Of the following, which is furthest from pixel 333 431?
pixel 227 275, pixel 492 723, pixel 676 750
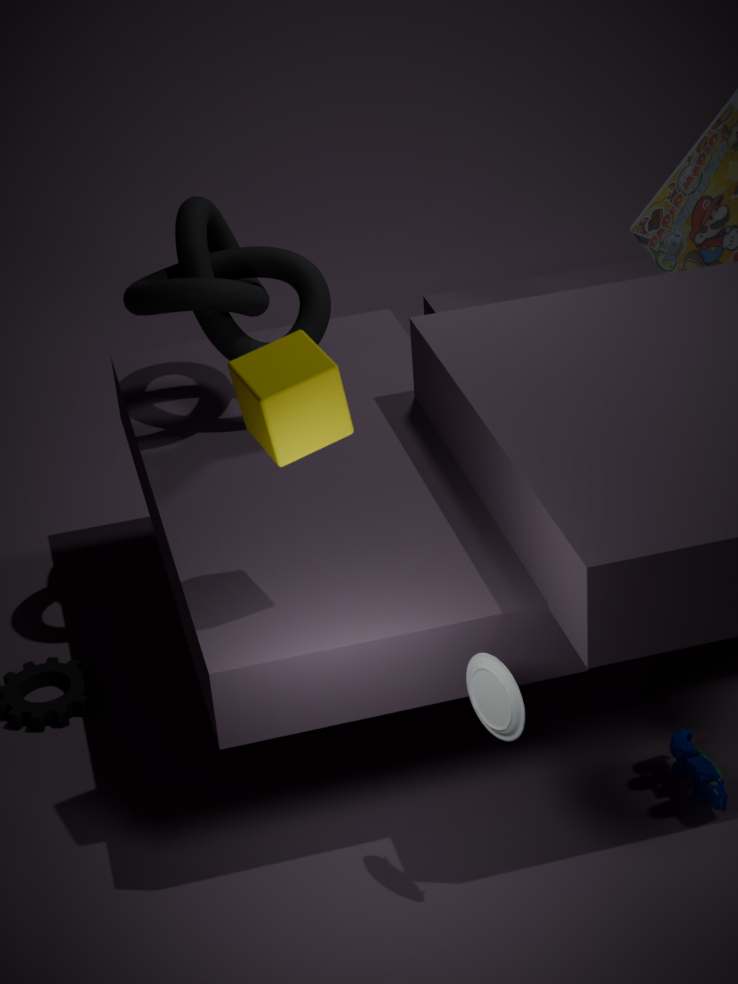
pixel 676 750
